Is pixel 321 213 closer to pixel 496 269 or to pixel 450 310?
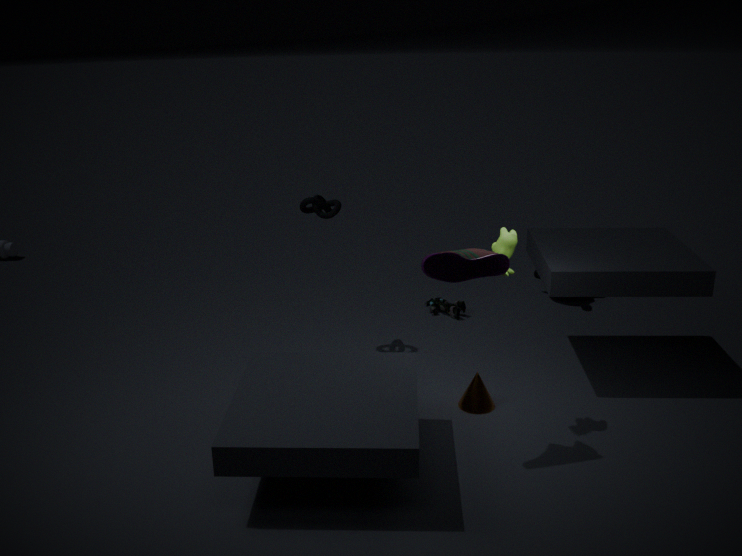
pixel 450 310
